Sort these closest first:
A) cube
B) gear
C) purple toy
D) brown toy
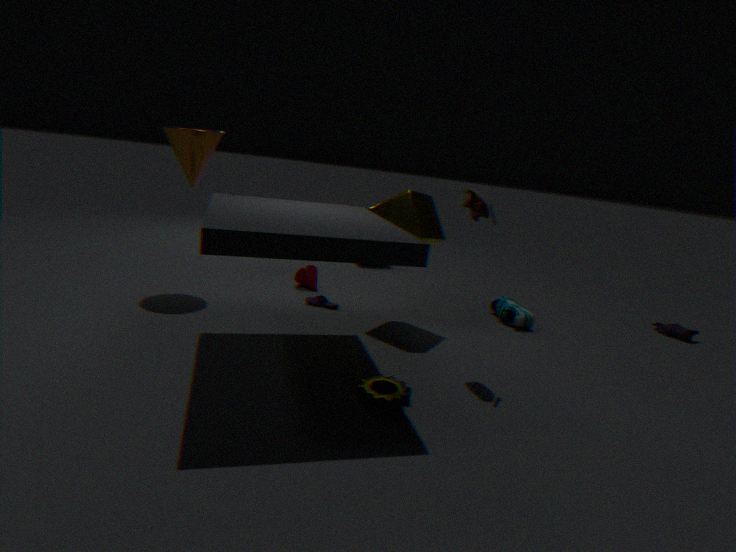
gear
brown toy
cube
purple toy
